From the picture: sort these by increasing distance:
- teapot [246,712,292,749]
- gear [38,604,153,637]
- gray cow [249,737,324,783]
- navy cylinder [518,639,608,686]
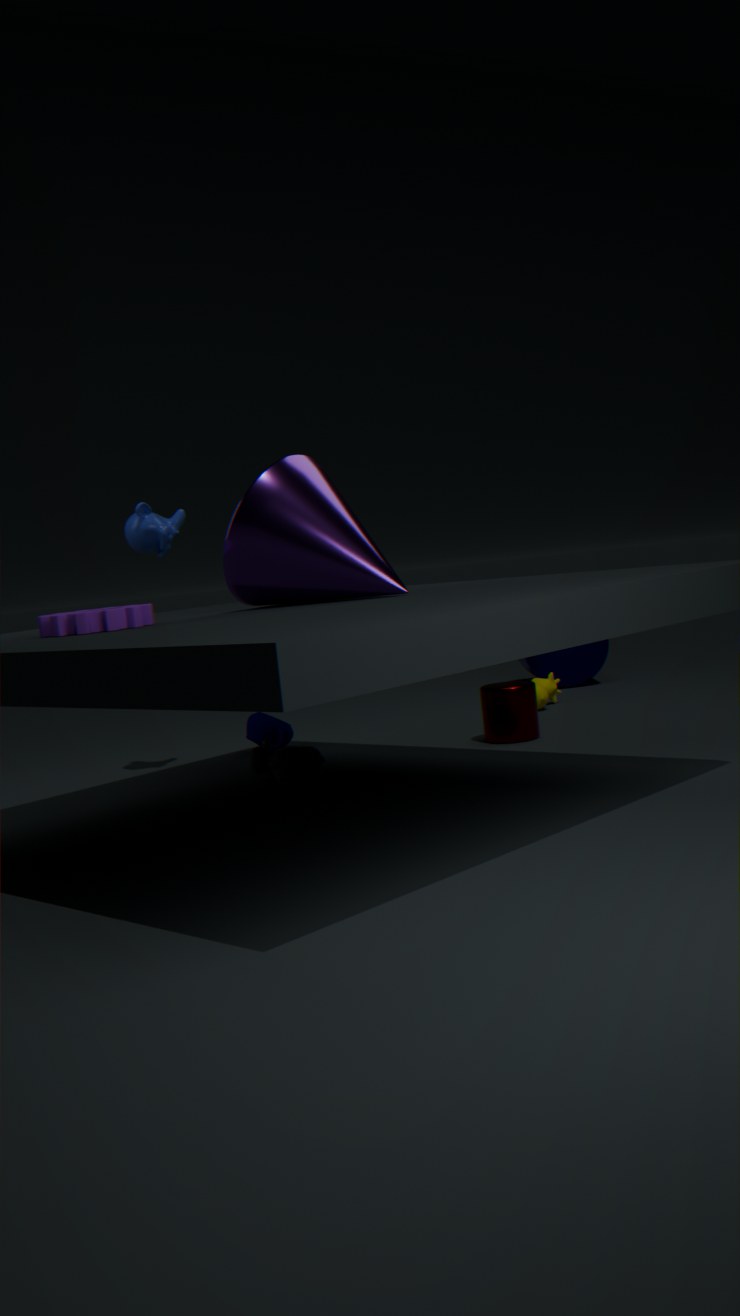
1. gear [38,604,153,637]
2. gray cow [249,737,324,783]
3. teapot [246,712,292,749]
4. navy cylinder [518,639,608,686]
